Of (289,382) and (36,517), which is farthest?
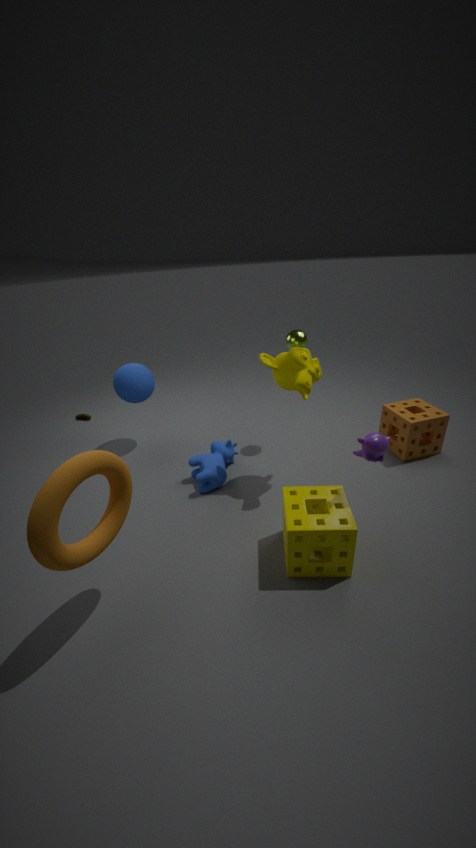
(289,382)
